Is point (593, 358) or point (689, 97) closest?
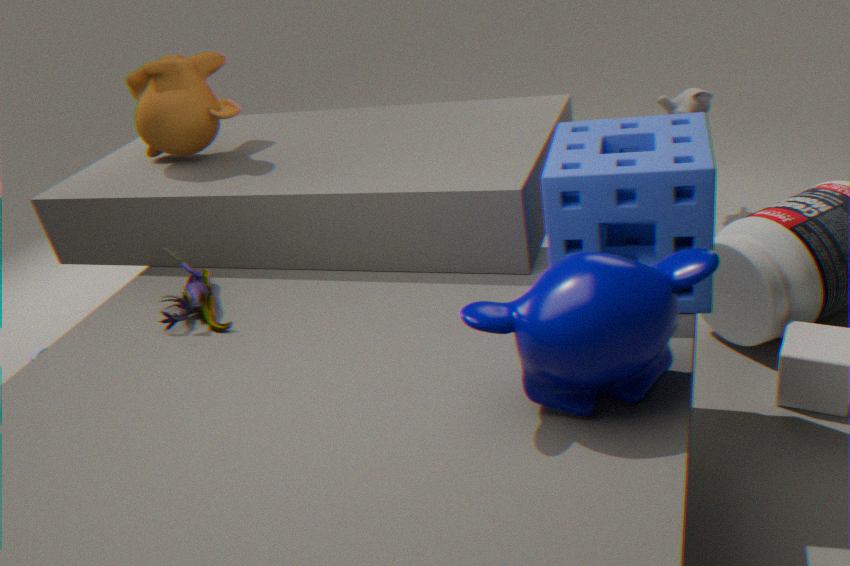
point (593, 358)
